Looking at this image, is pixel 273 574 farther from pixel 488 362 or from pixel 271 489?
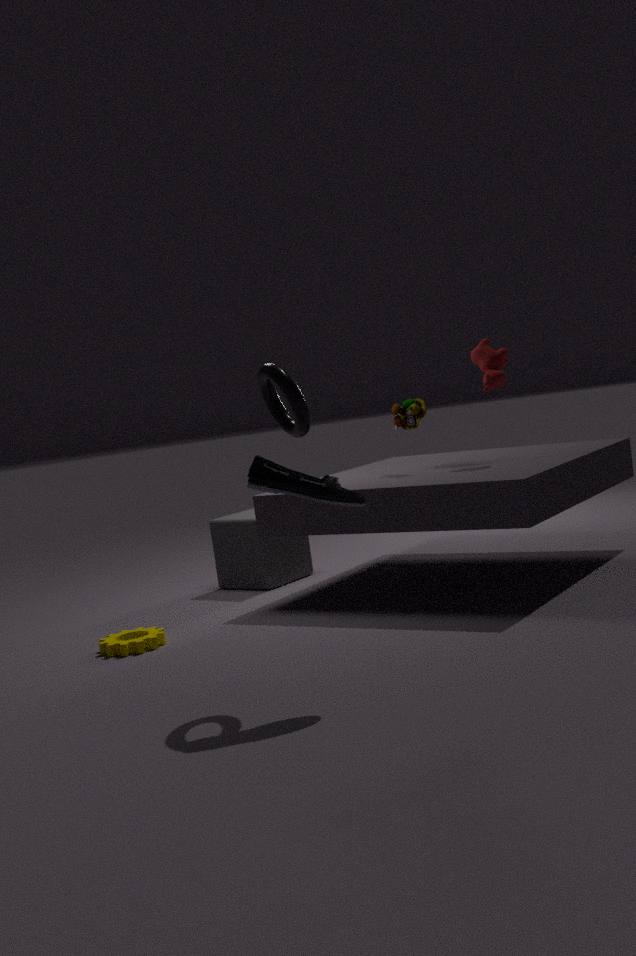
pixel 271 489
